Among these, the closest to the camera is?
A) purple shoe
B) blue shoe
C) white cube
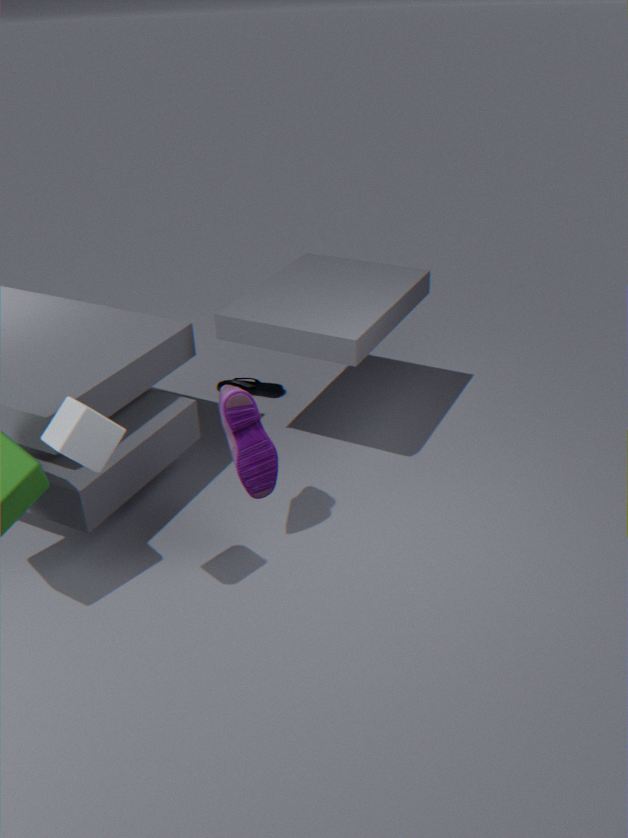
white cube
